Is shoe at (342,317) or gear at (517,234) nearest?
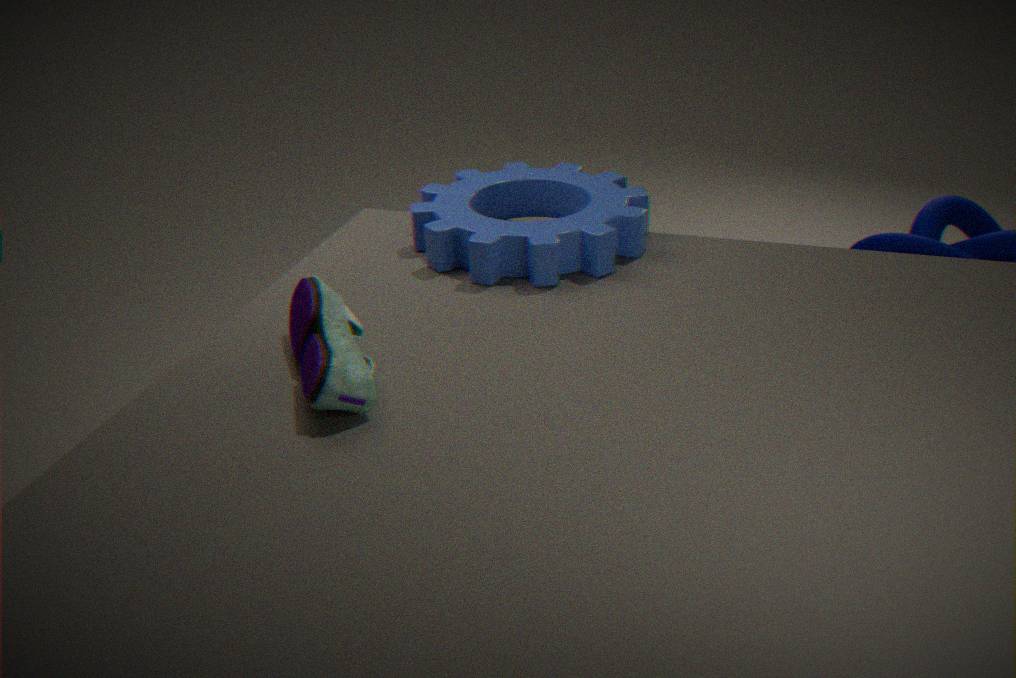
shoe at (342,317)
